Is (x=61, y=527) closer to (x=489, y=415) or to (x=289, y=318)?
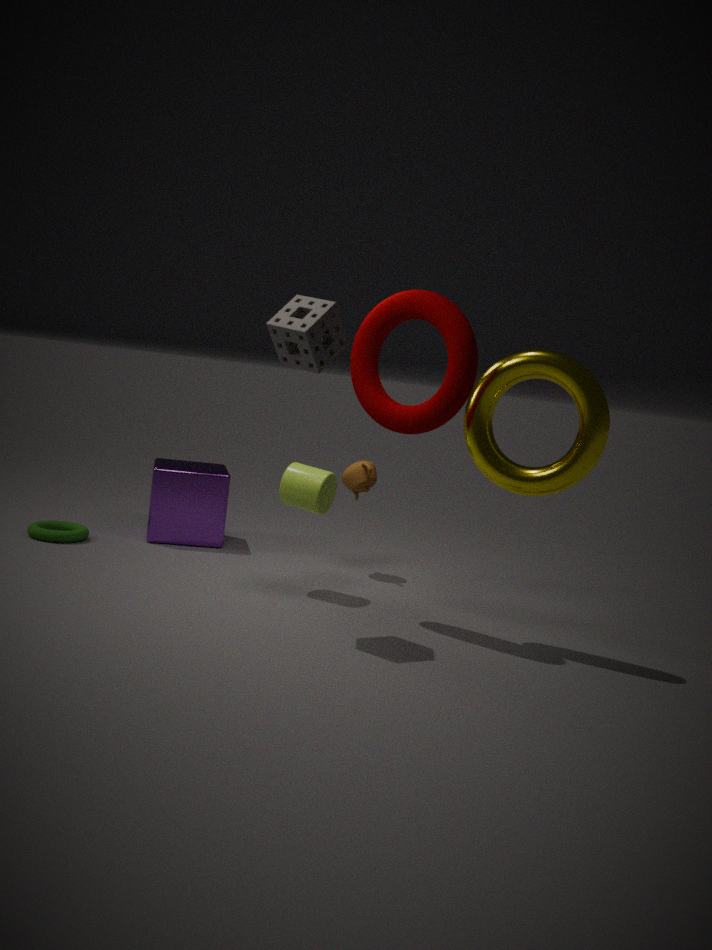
(x=289, y=318)
